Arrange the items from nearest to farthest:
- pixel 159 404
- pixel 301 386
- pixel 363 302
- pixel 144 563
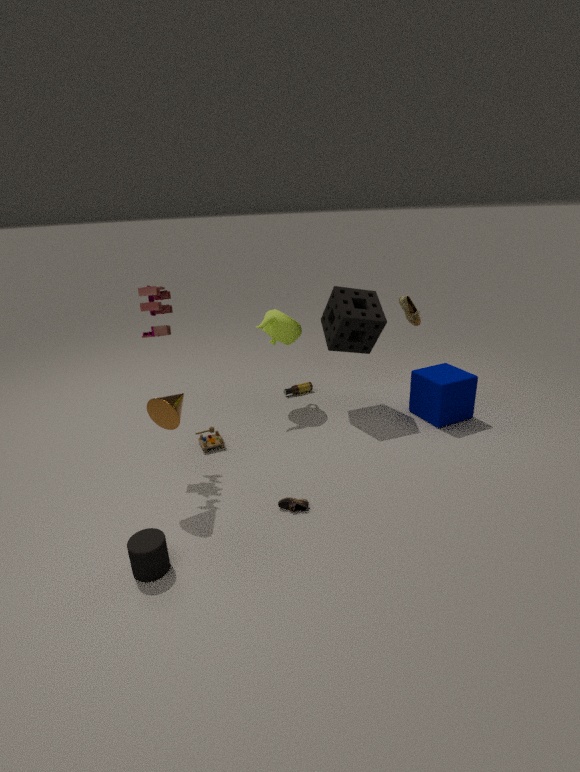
pixel 144 563 < pixel 159 404 < pixel 363 302 < pixel 301 386
